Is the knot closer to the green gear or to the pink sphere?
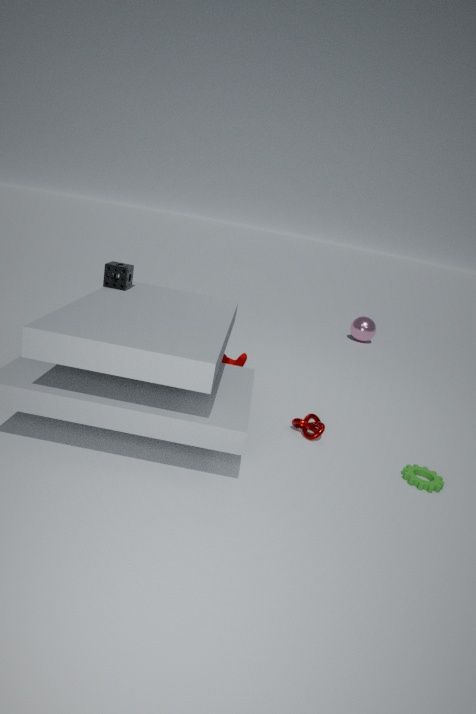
the green gear
